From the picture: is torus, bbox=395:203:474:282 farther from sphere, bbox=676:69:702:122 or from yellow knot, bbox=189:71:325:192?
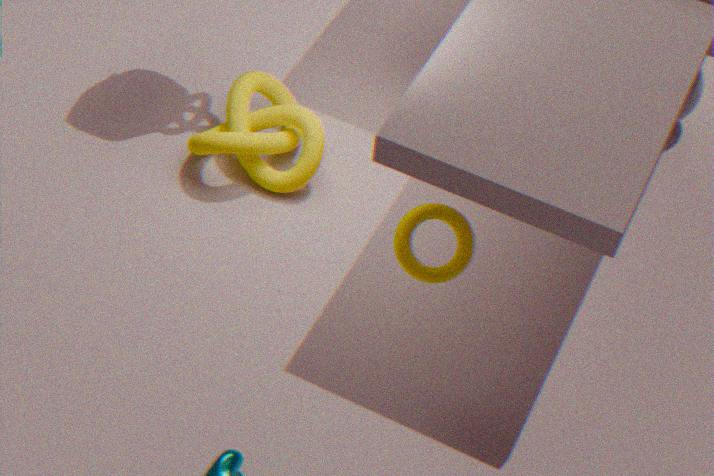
sphere, bbox=676:69:702:122
